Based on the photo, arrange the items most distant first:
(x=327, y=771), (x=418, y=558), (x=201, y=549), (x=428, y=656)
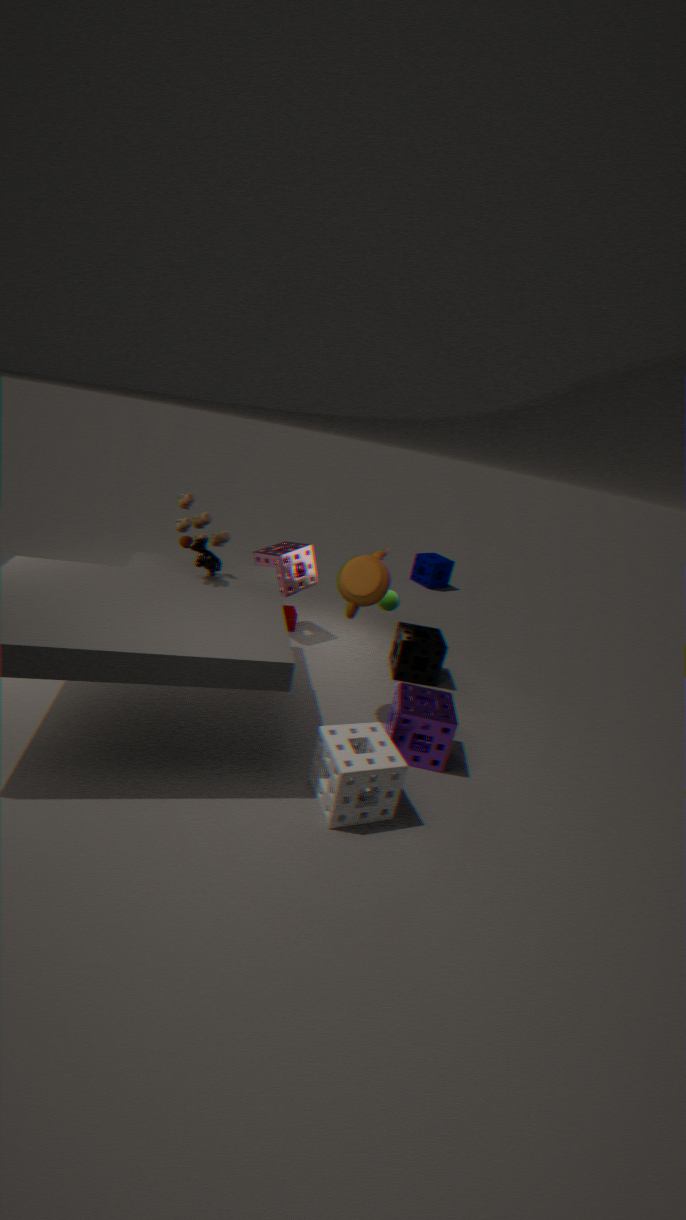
(x=418, y=558) → (x=428, y=656) → (x=201, y=549) → (x=327, y=771)
